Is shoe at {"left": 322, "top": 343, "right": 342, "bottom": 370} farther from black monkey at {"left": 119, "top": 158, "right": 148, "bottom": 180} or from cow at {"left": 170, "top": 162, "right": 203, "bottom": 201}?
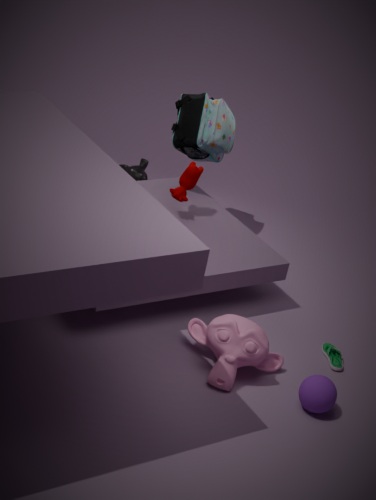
black monkey at {"left": 119, "top": 158, "right": 148, "bottom": 180}
